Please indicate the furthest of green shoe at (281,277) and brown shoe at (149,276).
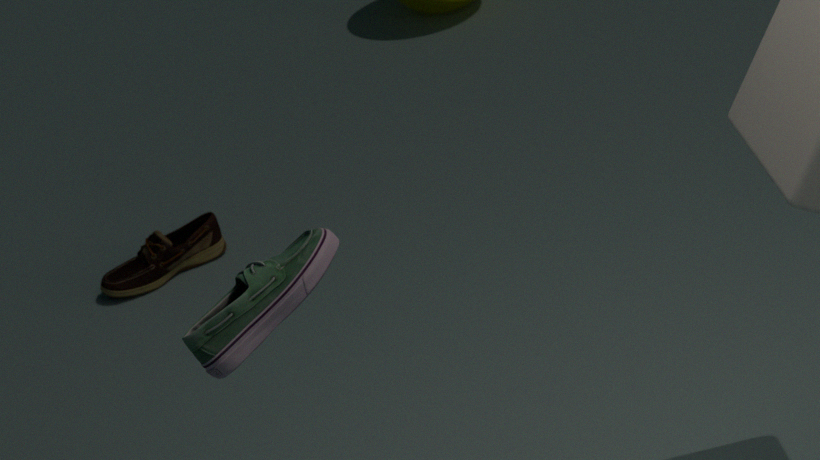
brown shoe at (149,276)
